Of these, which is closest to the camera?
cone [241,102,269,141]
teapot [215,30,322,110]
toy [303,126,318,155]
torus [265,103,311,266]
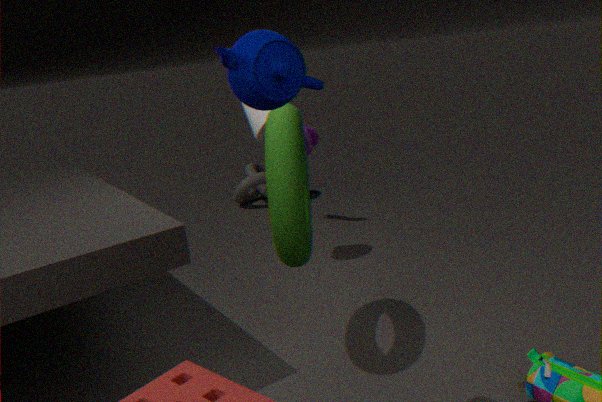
teapot [215,30,322,110]
